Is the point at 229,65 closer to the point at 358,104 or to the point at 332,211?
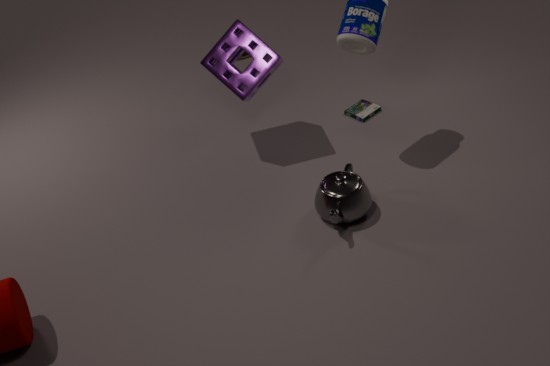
the point at 358,104
